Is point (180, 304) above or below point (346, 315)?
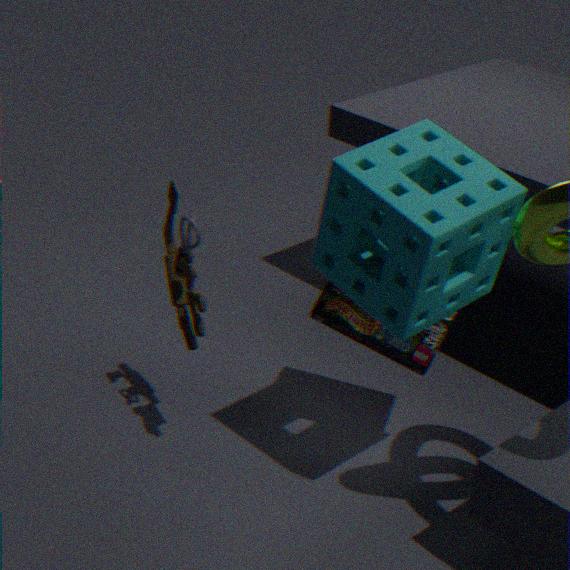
above
